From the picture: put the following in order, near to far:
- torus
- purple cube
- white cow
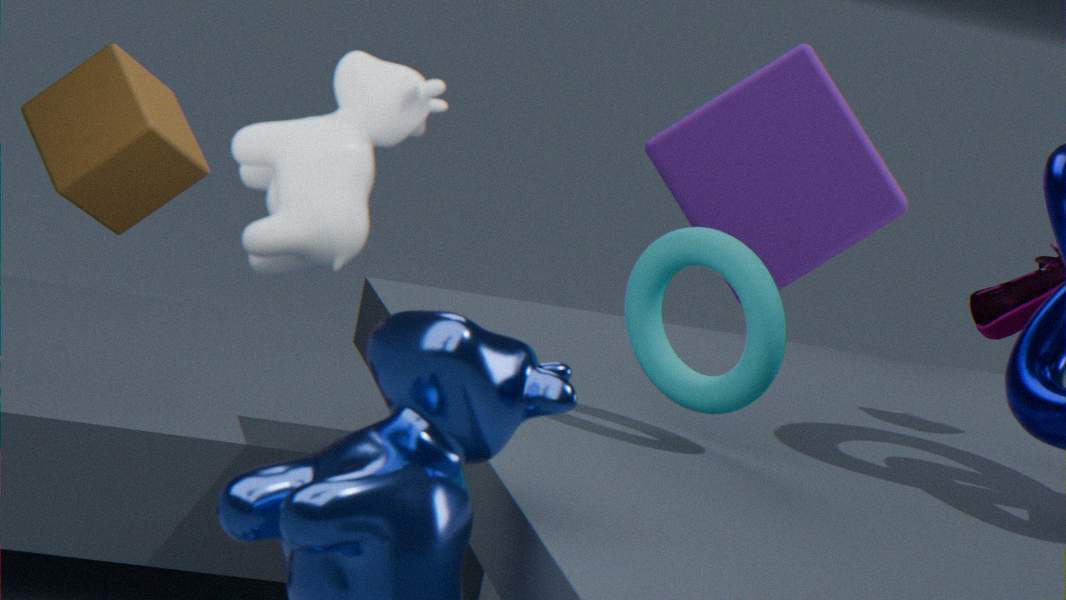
white cow → torus → purple cube
